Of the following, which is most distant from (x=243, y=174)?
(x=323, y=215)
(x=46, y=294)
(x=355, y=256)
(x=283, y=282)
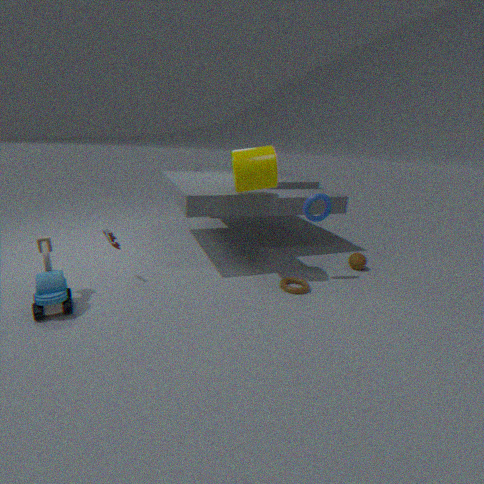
(x=46, y=294)
